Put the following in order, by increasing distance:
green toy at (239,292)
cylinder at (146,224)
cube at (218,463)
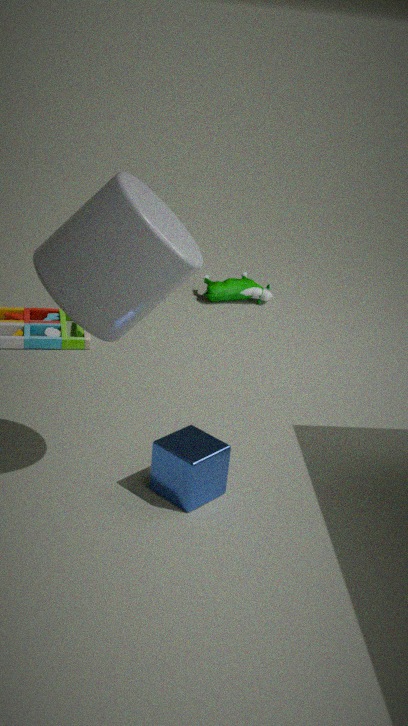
cylinder at (146,224) < cube at (218,463) < green toy at (239,292)
